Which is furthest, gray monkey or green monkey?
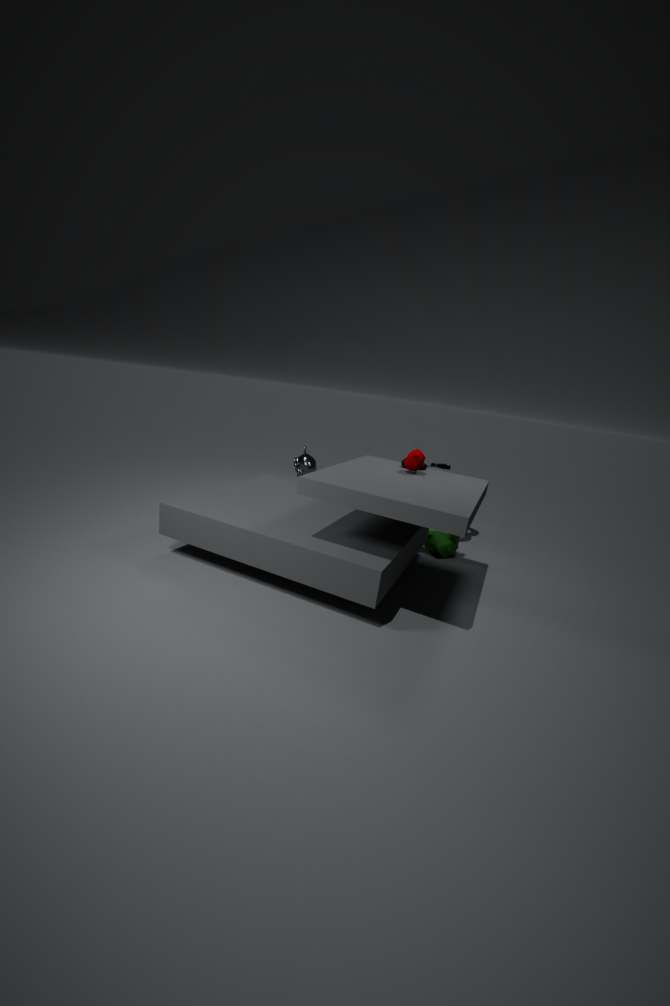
gray monkey
